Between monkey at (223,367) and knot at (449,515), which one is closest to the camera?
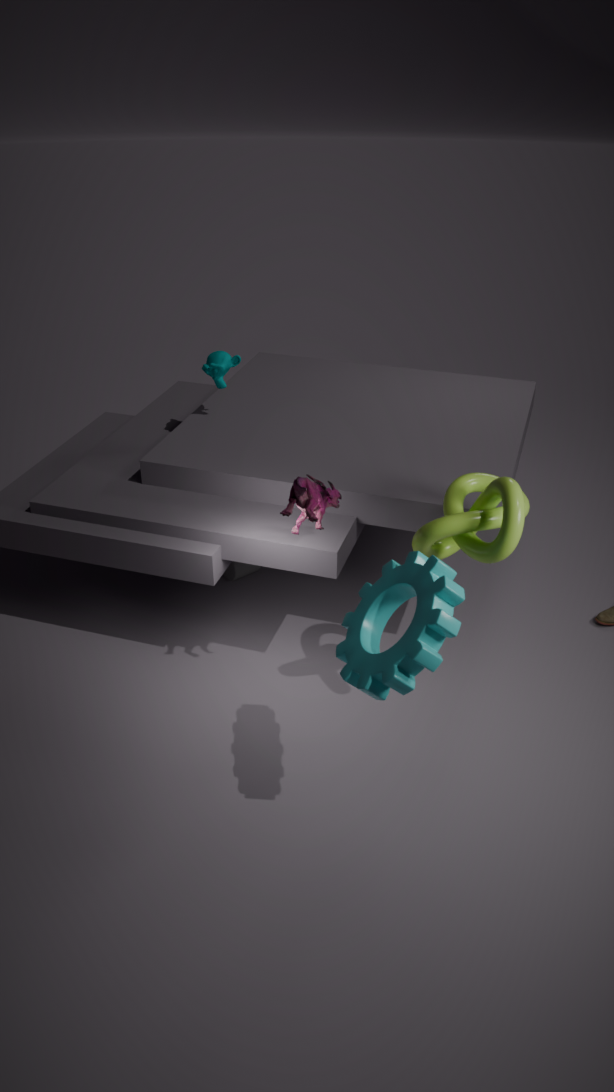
knot at (449,515)
